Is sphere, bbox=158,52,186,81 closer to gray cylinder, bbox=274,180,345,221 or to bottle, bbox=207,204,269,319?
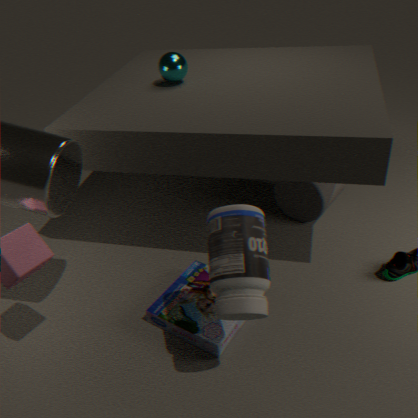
gray cylinder, bbox=274,180,345,221
